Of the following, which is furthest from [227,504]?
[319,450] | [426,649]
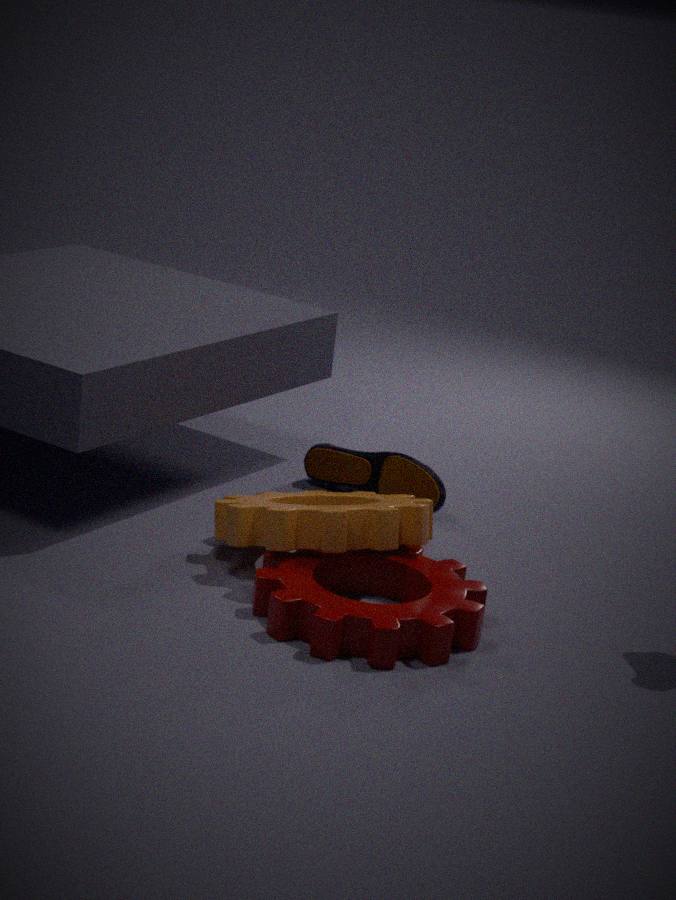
[319,450]
